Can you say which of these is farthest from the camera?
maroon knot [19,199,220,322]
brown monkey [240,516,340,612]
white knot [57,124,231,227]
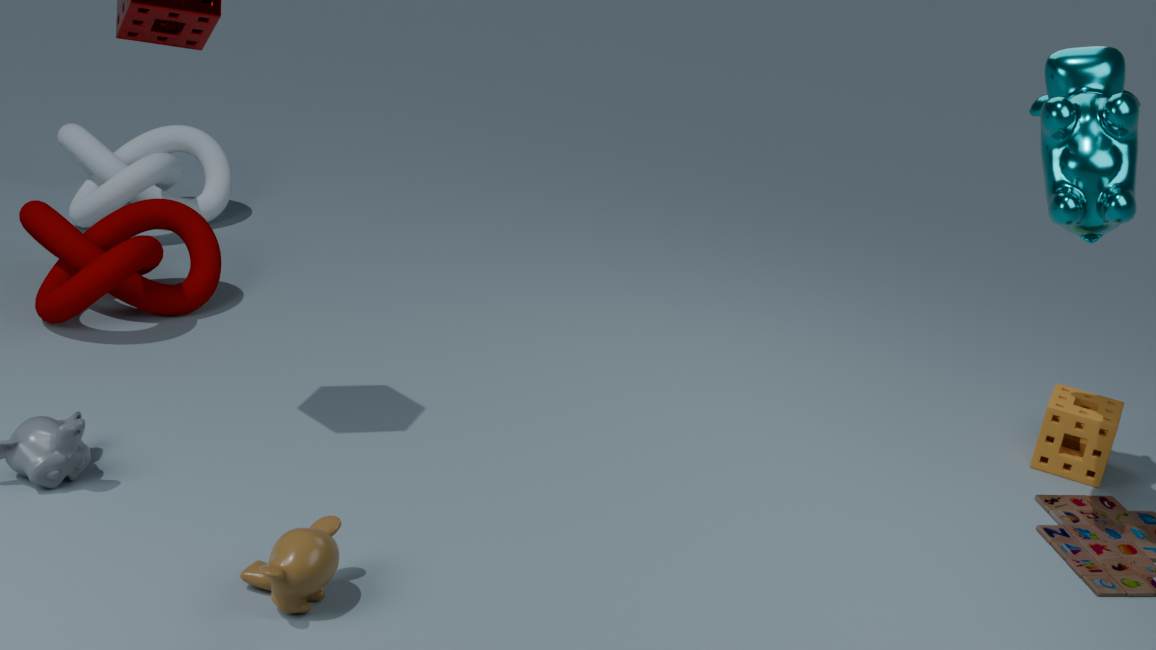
white knot [57,124,231,227]
